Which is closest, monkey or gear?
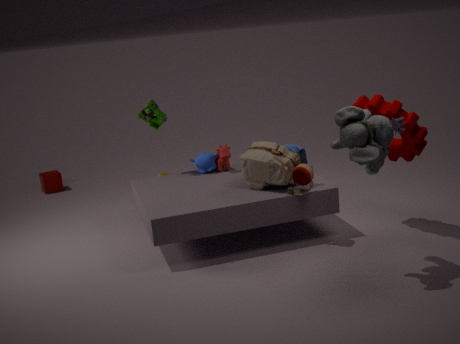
gear
